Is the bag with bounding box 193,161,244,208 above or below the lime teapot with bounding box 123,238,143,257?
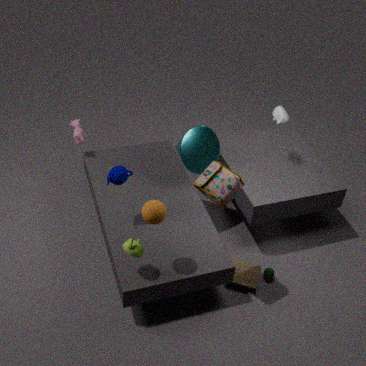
above
